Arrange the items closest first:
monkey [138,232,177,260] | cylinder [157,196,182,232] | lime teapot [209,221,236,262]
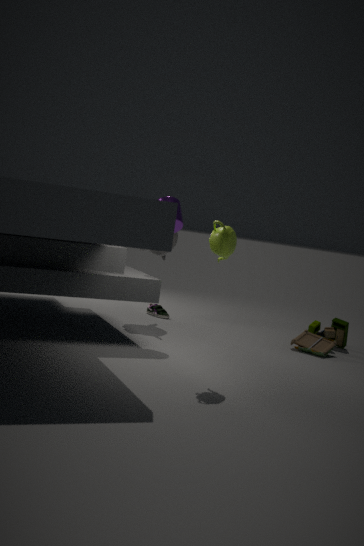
1. lime teapot [209,221,236,262]
2. cylinder [157,196,182,232]
3. monkey [138,232,177,260]
